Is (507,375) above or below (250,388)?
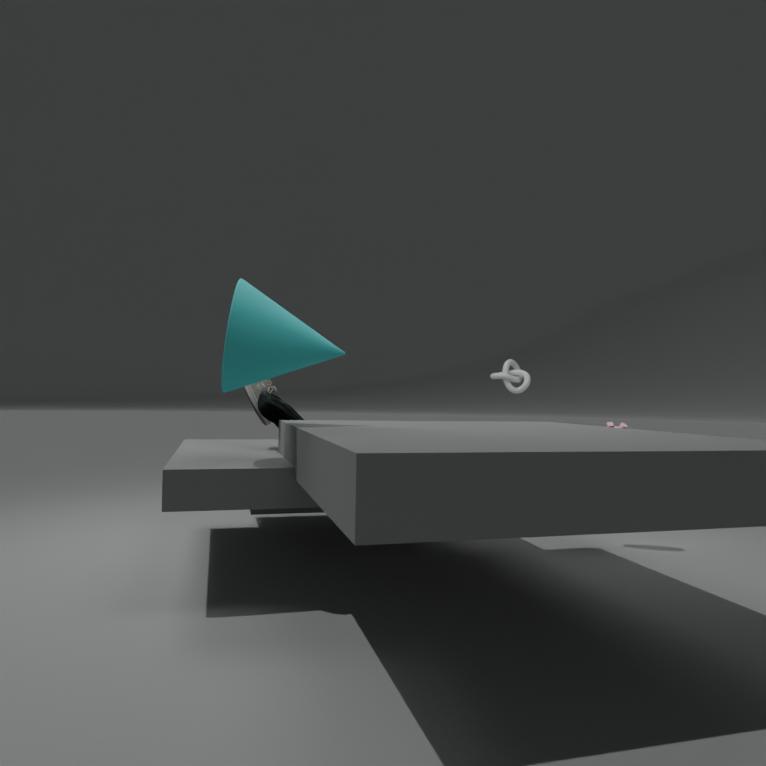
above
